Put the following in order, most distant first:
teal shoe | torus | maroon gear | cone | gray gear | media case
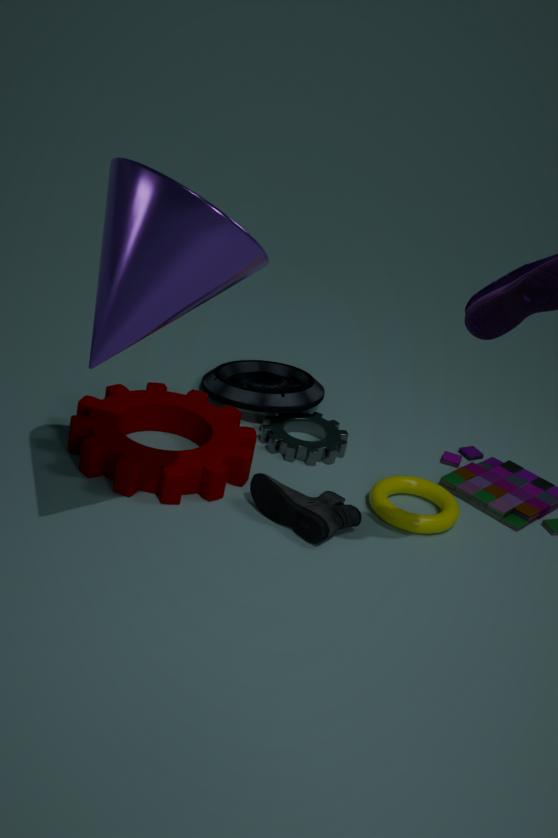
media case < gray gear < torus < maroon gear < teal shoe < cone
